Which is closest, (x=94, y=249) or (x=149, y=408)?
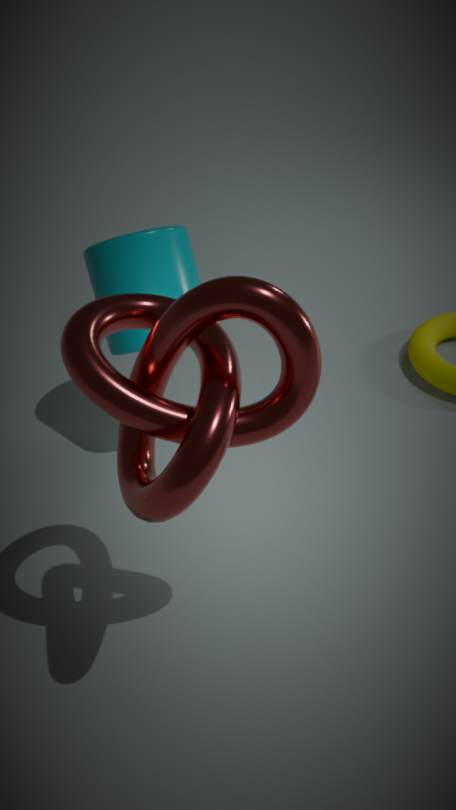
(x=149, y=408)
